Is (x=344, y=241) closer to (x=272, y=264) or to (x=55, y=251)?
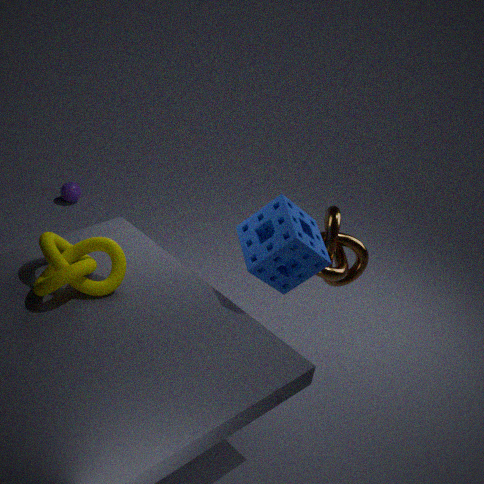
(x=272, y=264)
